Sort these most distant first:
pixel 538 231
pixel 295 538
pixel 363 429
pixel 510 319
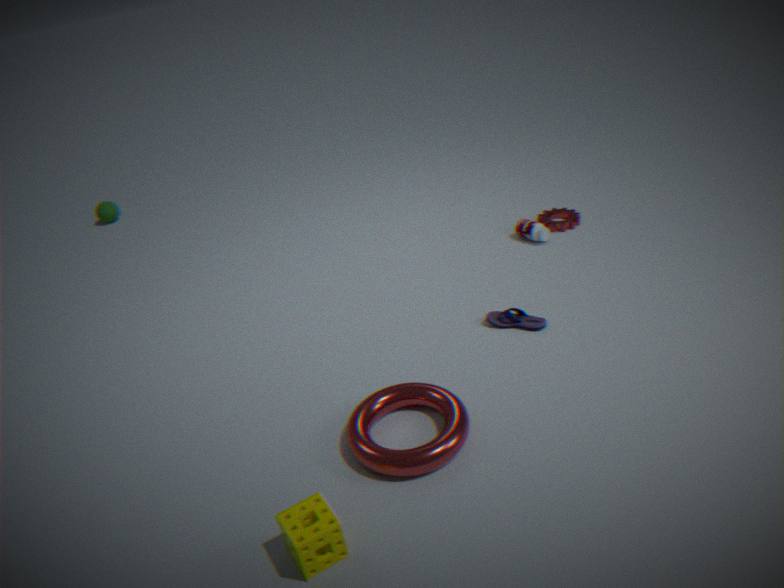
1. pixel 538 231
2. pixel 510 319
3. pixel 363 429
4. pixel 295 538
